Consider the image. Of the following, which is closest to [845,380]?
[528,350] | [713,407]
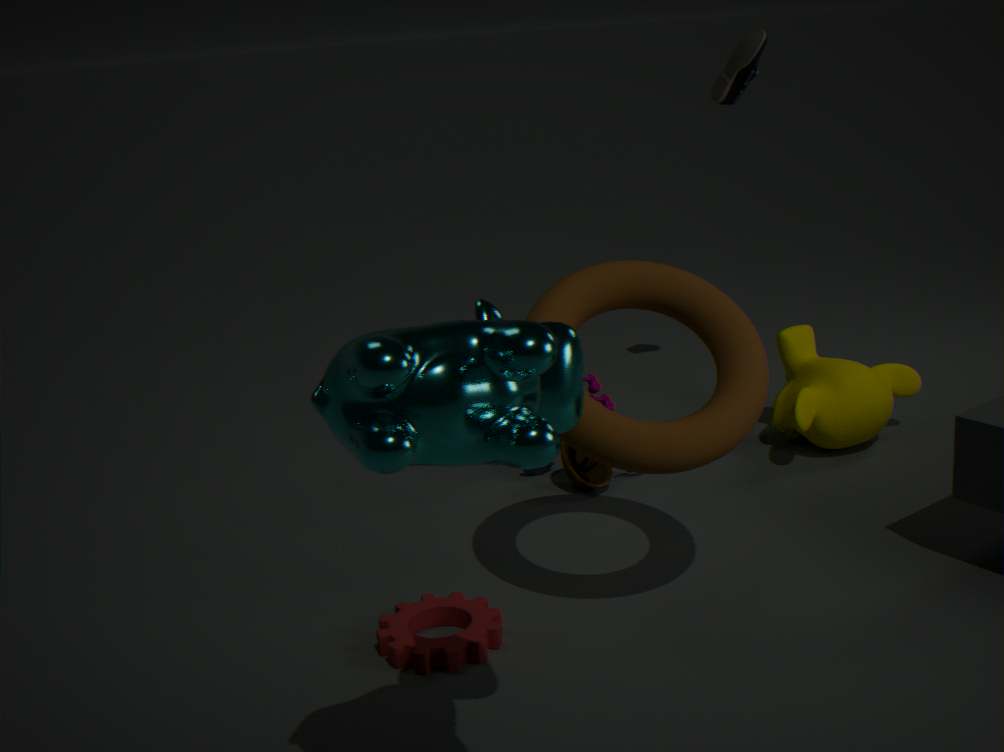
[713,407]
